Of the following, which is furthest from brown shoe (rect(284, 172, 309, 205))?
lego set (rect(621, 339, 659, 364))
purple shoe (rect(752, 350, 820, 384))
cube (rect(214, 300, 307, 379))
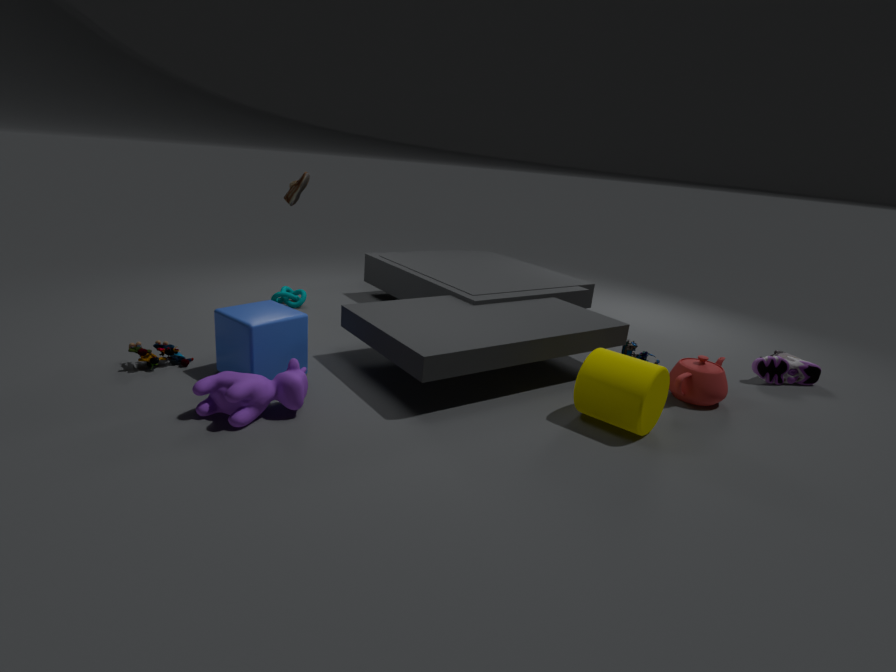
purple shoe (rect(752, 350, 820, 384))
